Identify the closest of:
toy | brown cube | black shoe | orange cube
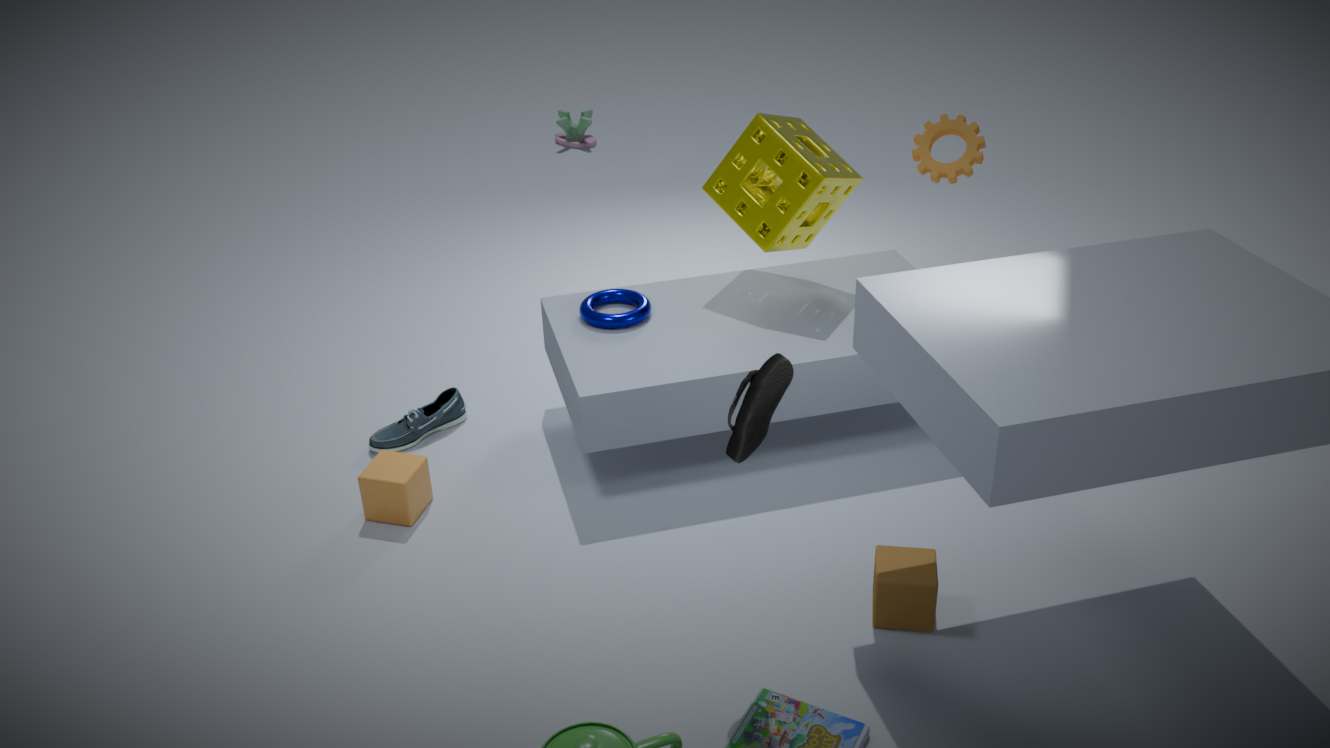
black shoe
